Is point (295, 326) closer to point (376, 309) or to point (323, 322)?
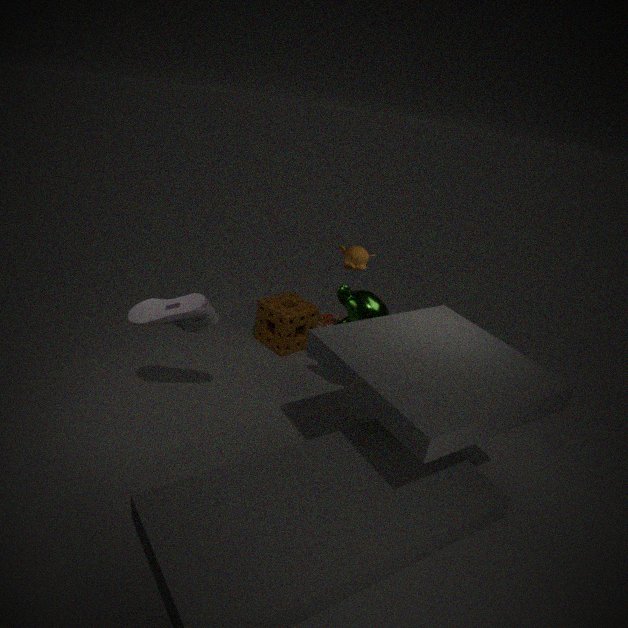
point (323, 322)
